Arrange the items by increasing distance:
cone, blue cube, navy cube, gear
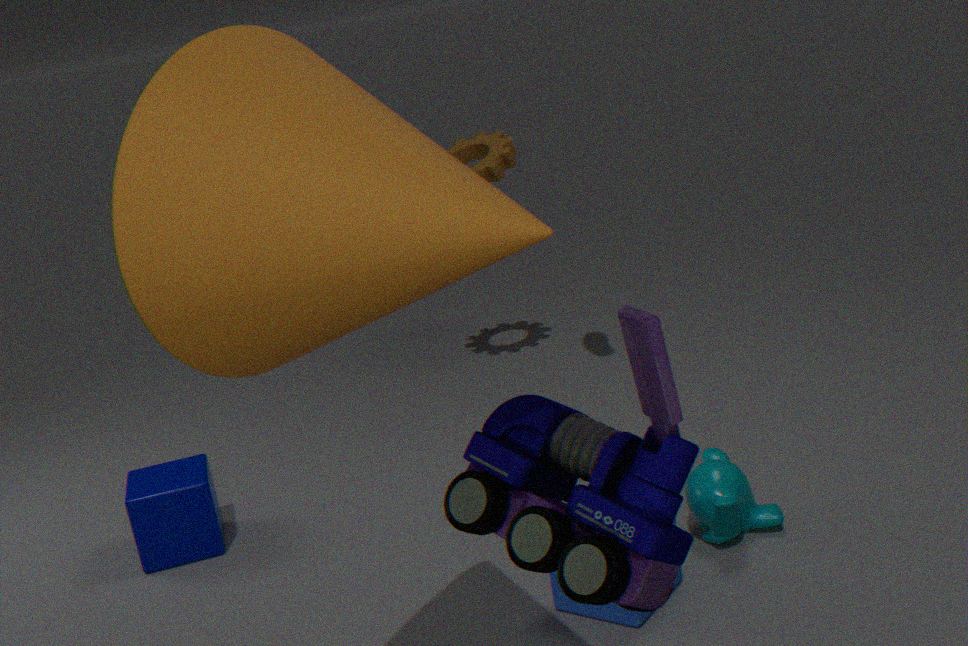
cone < blue cube < navy cube < gear
